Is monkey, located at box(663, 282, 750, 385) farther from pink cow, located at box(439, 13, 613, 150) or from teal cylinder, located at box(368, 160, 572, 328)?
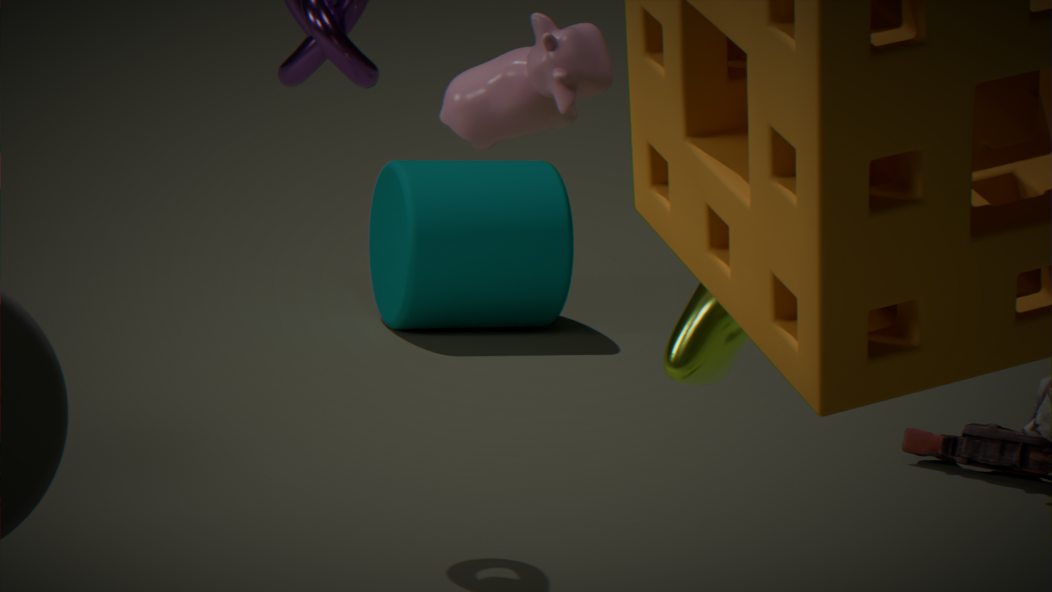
teal cylinder, located at box(368, 160, 572, 328)
